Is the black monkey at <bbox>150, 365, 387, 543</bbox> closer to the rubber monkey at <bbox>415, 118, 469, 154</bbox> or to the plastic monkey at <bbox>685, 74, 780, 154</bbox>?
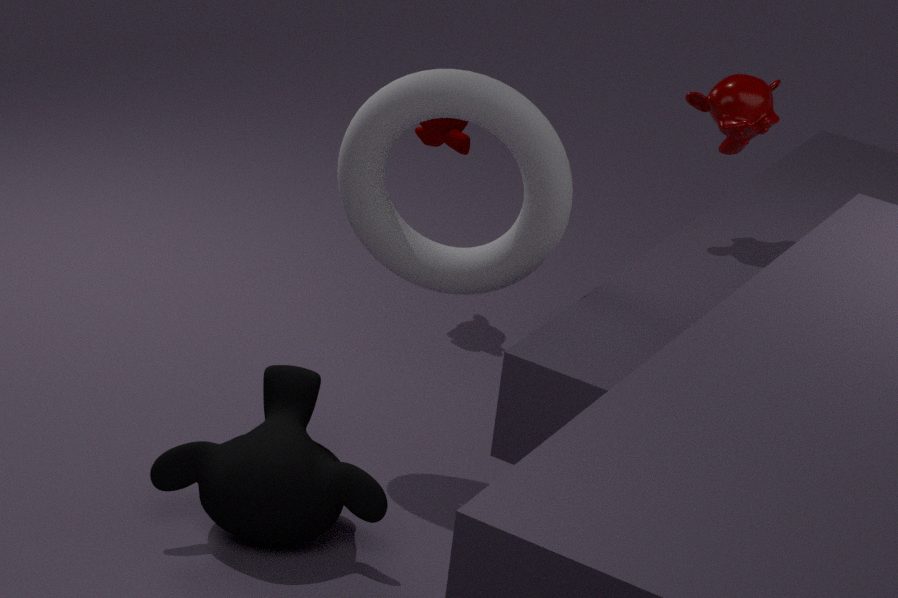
the rubber monkey at <bbox>415, 118, 469, 154</bbox>
